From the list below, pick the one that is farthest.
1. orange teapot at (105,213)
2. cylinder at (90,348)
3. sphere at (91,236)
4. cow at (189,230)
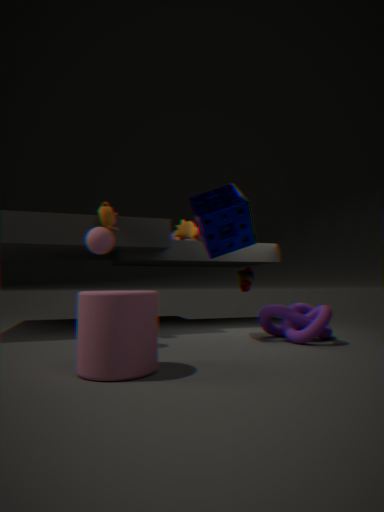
cow at (189,230)
